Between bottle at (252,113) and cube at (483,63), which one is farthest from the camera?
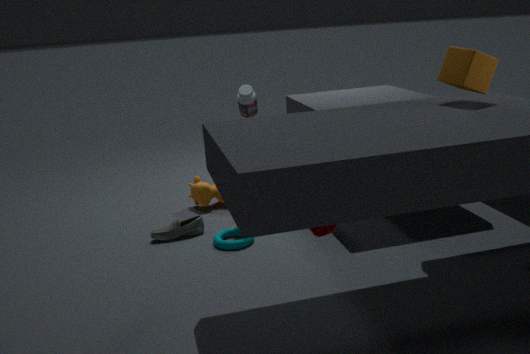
bottle at (252,113)
